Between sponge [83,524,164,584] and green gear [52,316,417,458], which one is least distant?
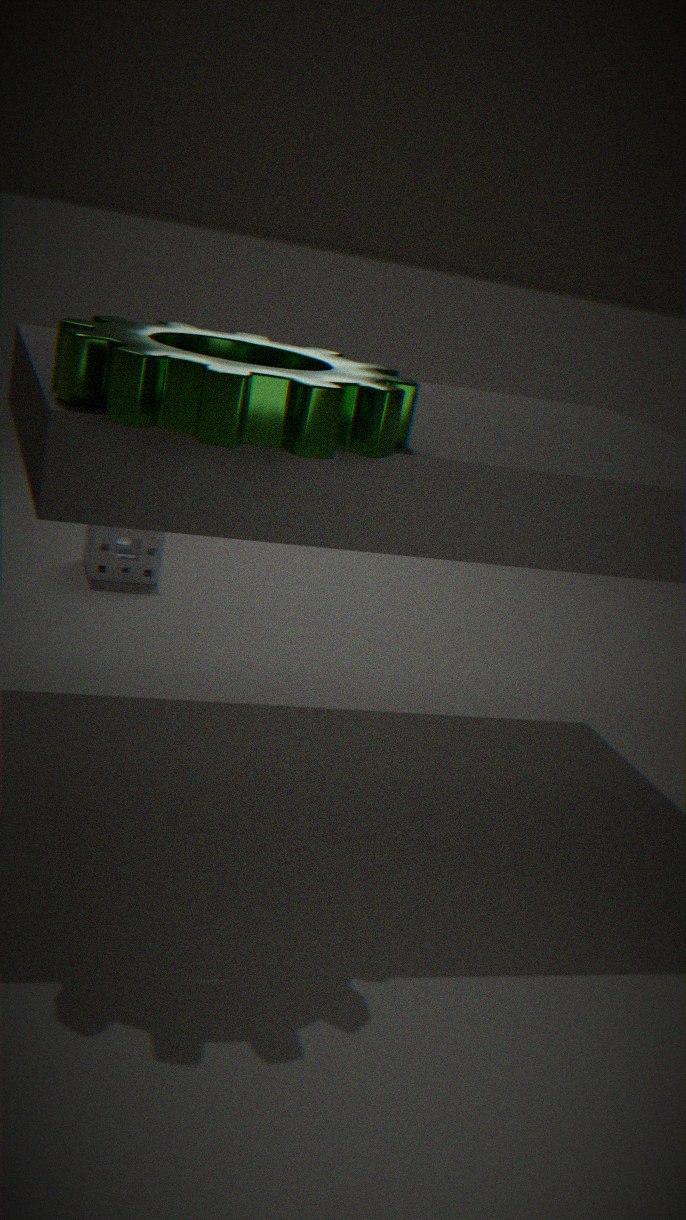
green gear [52,316,417,458]
